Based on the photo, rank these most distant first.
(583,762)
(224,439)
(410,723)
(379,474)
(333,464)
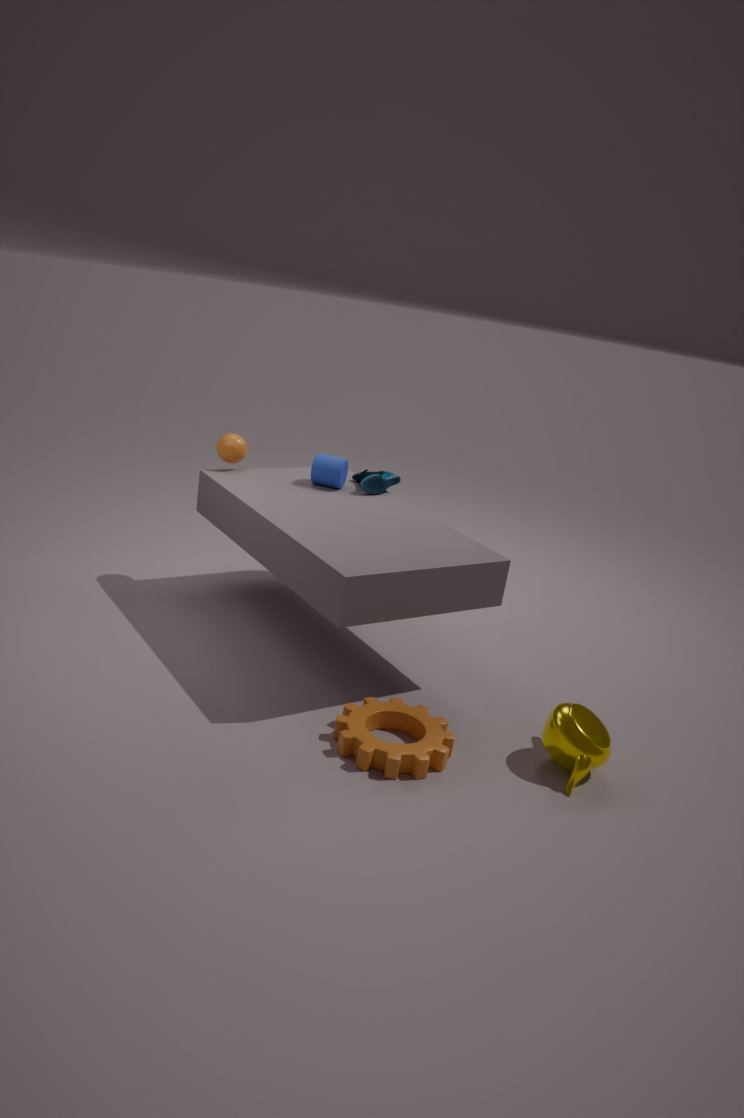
(379,474), (224,439), (333,464), (410,723), (583,762)
